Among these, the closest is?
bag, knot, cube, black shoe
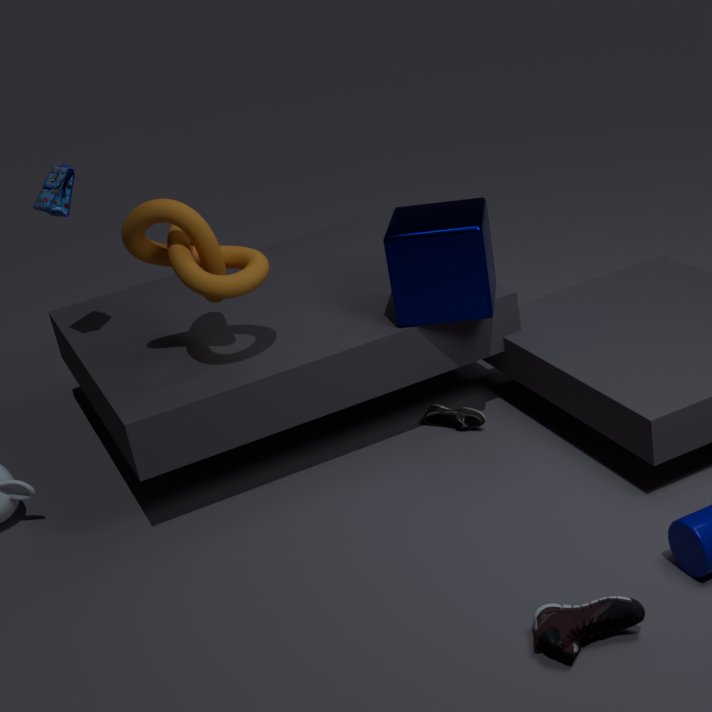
knot
